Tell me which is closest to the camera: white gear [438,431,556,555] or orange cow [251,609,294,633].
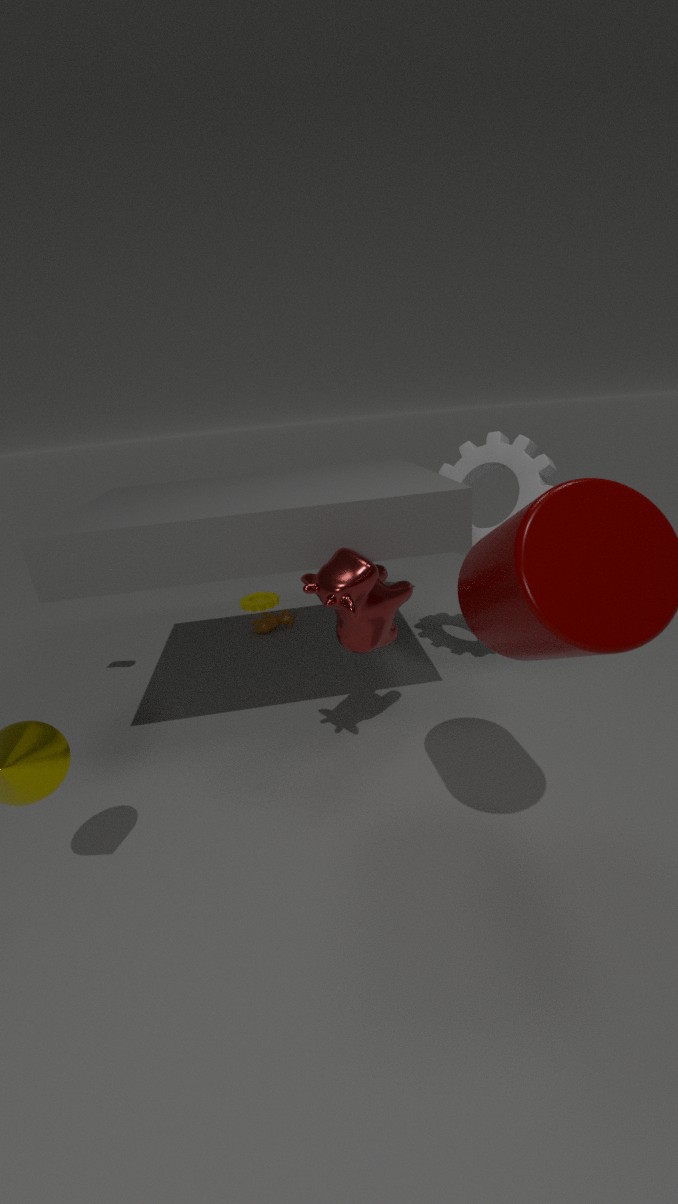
white gear [438,431,556,555]
